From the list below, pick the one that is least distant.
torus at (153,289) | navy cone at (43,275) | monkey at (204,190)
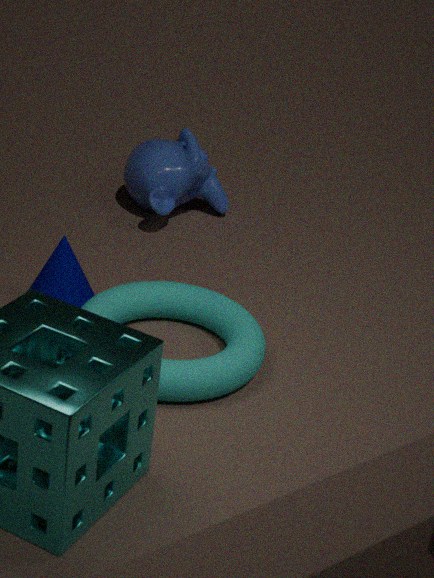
torus at (153,289)
